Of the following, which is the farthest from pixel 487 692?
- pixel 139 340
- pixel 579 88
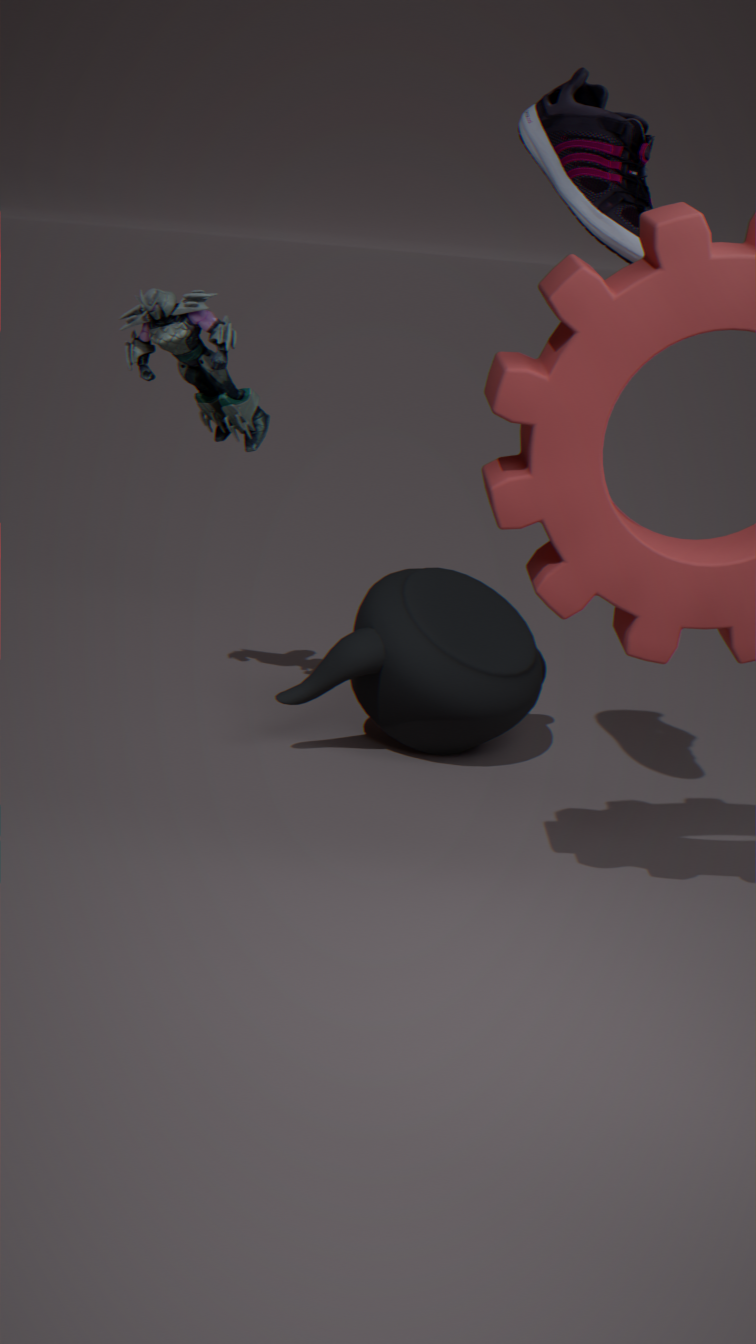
pixel 579 88
